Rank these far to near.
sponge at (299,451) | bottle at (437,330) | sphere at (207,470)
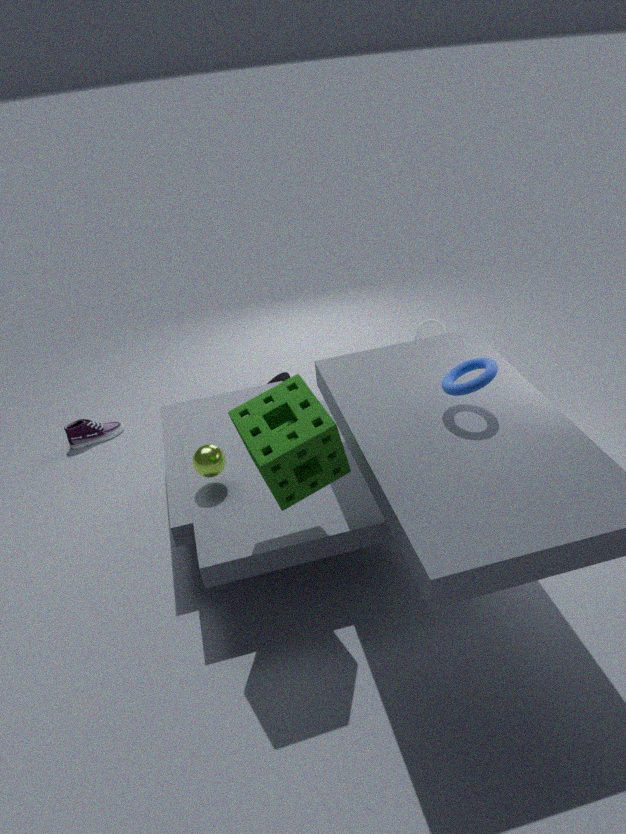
bottle at (437,330)
sphere at (207,470)
sponge at (299,451)
